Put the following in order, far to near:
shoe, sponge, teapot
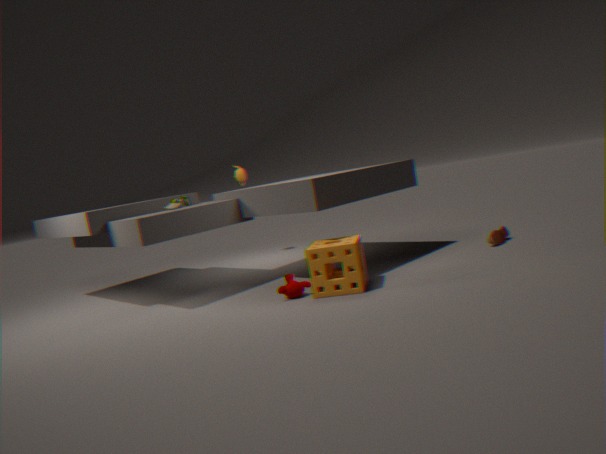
1. teapot
2. shoe
3. sponge
